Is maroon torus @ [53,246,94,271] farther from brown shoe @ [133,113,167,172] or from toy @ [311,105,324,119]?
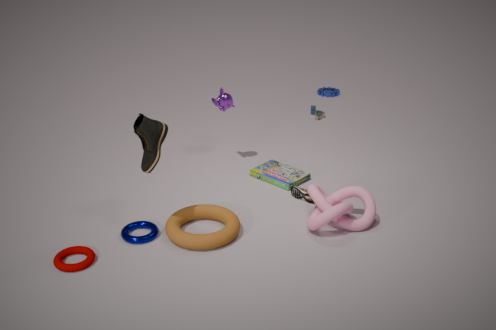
toy @ [311,105,324,119]
